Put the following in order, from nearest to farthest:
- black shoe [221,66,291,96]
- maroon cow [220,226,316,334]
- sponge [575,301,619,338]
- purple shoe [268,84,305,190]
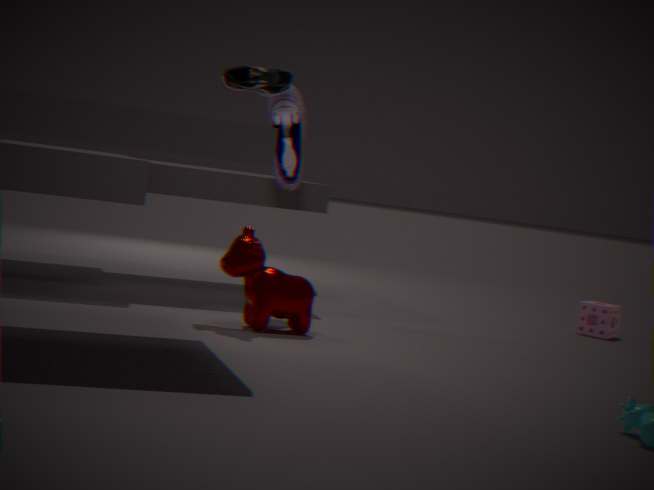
maroon cow [220,226,316,334] < black shoe [221,66,291,96] < purple shoe [268,84,305,190] < sponge [575,301,619,338]
